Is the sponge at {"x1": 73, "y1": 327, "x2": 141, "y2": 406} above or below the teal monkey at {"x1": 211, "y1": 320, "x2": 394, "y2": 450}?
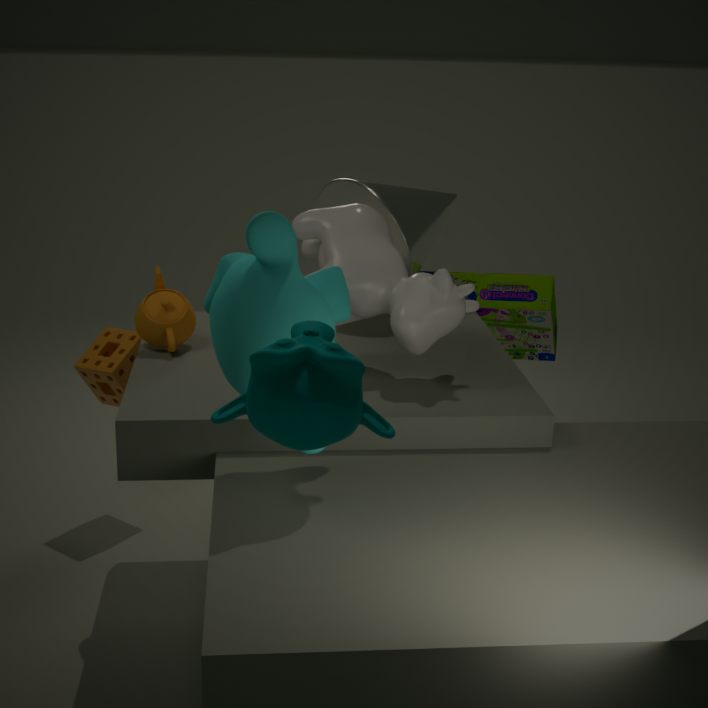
below
